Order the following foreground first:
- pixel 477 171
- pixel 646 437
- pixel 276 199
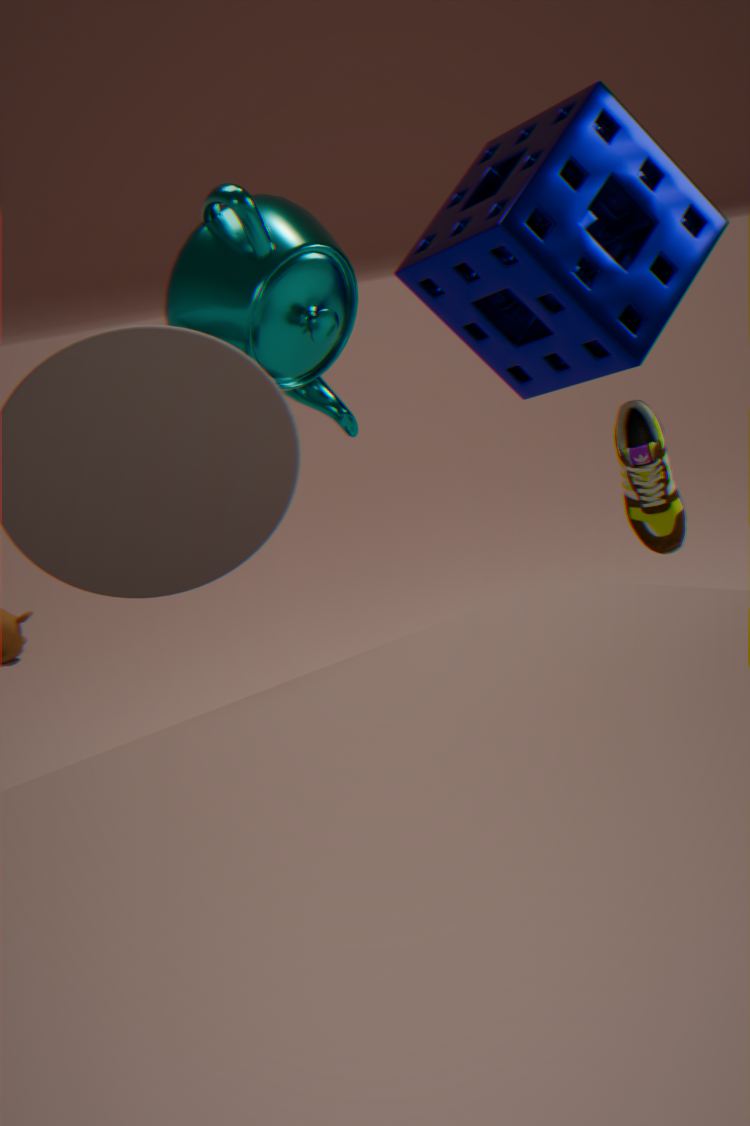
pixel 276 199 → pixel 646 437 → pixel 477 171
